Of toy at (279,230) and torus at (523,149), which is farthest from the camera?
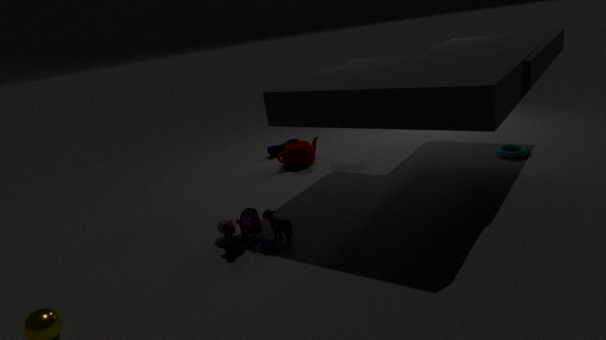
torus at (523,149)
